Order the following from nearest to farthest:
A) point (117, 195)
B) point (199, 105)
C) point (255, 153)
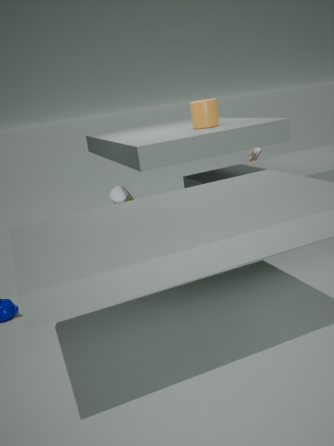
point (199, 105) < point (117, 195) < point (255, 153)
